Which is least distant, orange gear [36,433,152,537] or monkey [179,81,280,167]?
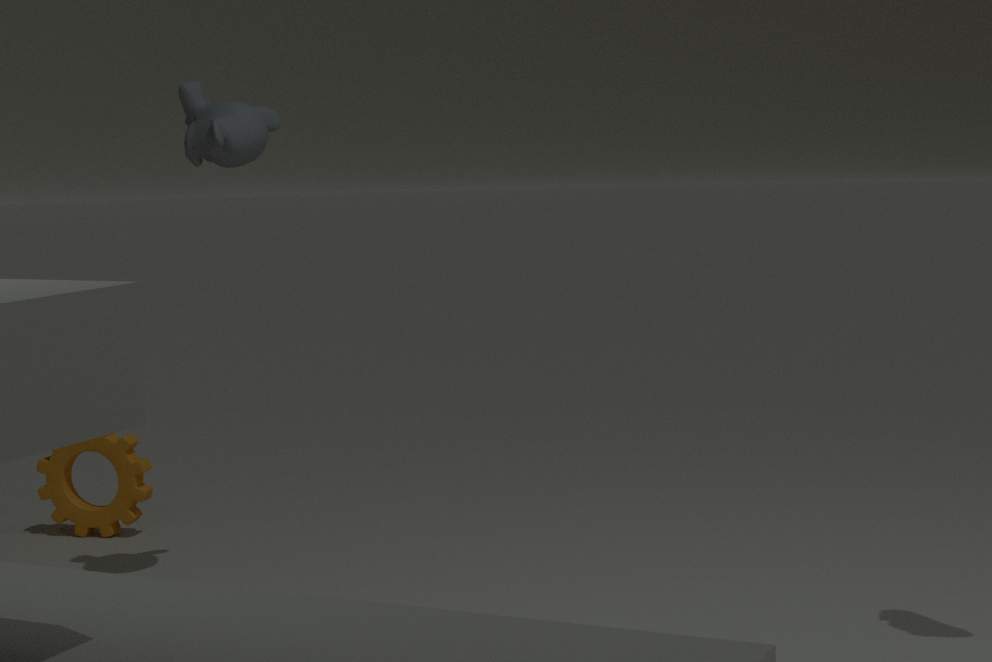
monkey [179,81,280,167]
